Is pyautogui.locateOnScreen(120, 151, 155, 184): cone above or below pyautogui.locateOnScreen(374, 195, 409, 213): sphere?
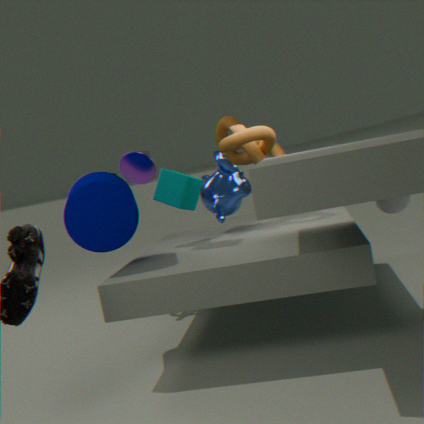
above
